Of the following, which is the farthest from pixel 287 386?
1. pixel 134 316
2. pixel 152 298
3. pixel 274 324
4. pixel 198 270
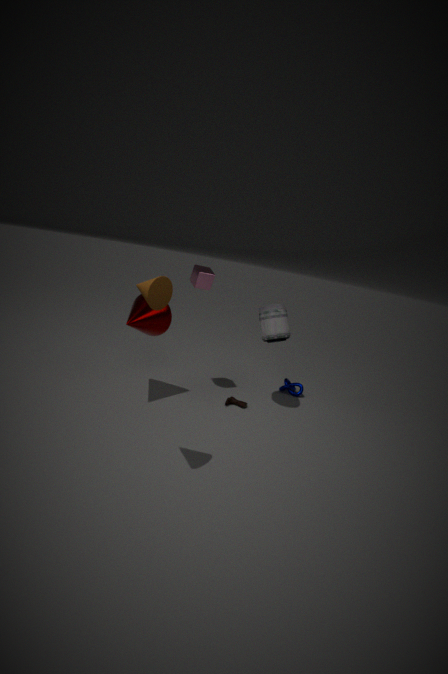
pixel 152 298
